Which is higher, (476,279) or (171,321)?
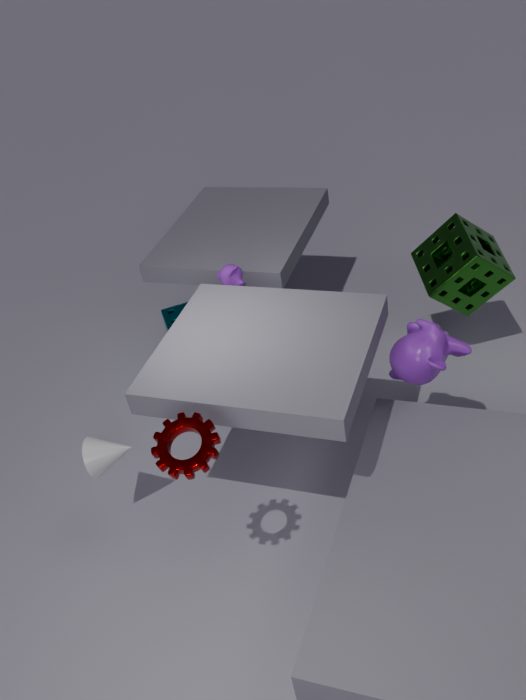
(476,279)
